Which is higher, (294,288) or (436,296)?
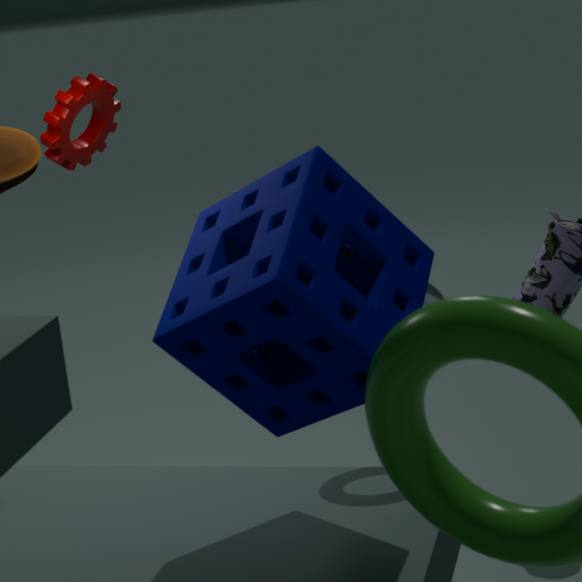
(294,288)
